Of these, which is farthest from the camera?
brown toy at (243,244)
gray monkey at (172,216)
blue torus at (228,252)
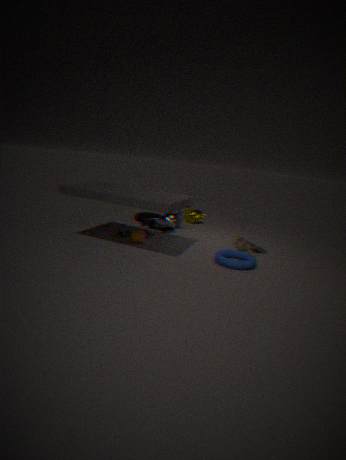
gray monkey at (172,216)
